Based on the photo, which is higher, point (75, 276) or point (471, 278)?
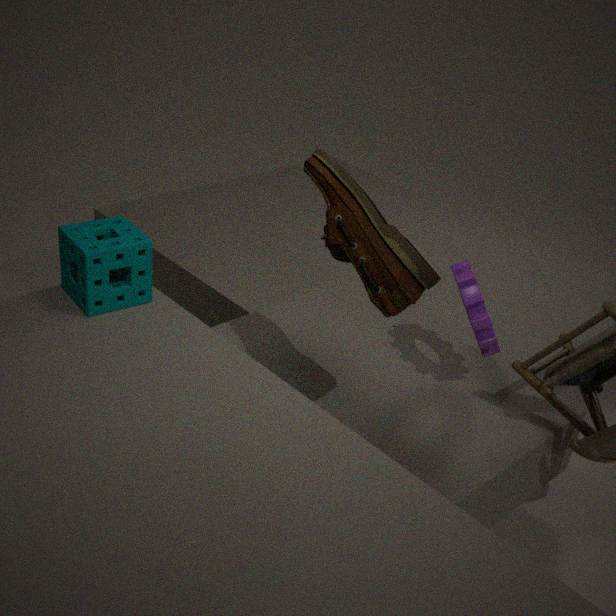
point (75, 276)
